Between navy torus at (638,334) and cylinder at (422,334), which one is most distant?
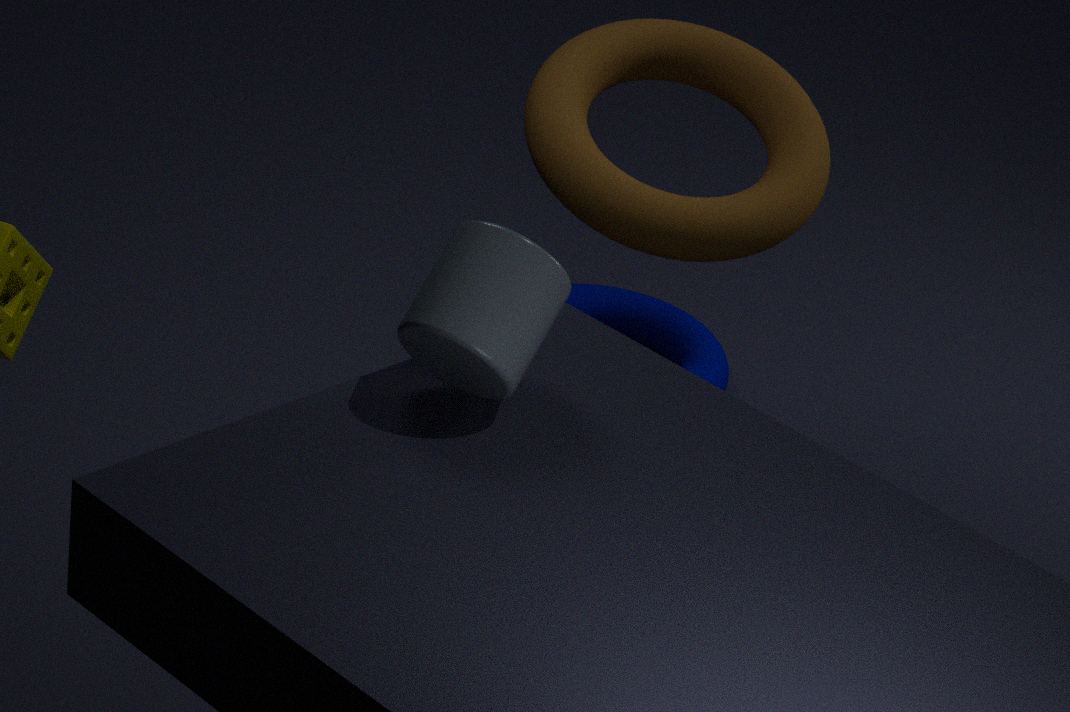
navy torus at (638,334)
